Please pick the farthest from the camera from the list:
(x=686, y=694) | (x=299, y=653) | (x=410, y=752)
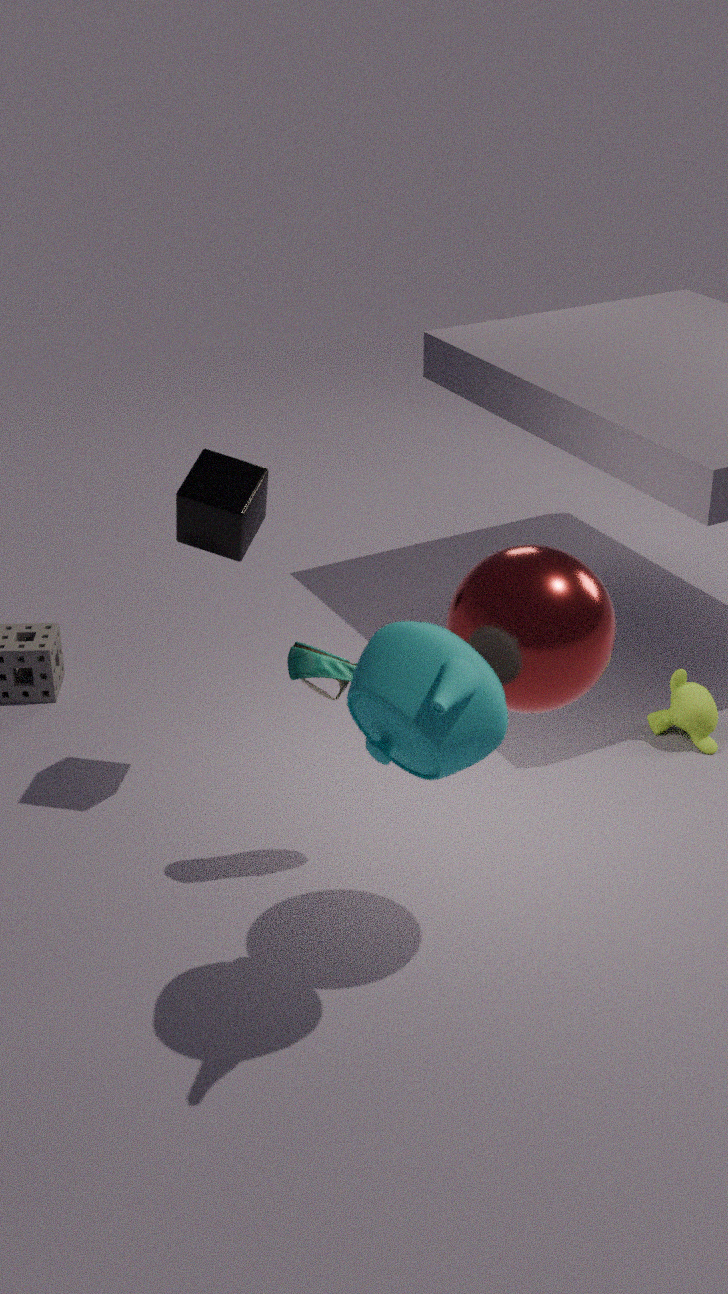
(x=686, y=694)
